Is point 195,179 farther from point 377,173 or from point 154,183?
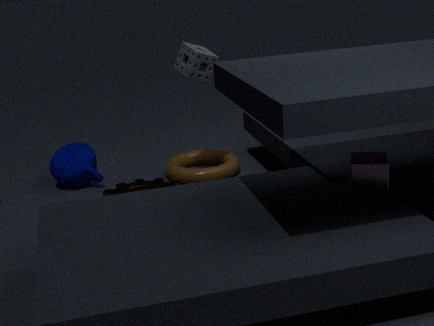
point 377,173
